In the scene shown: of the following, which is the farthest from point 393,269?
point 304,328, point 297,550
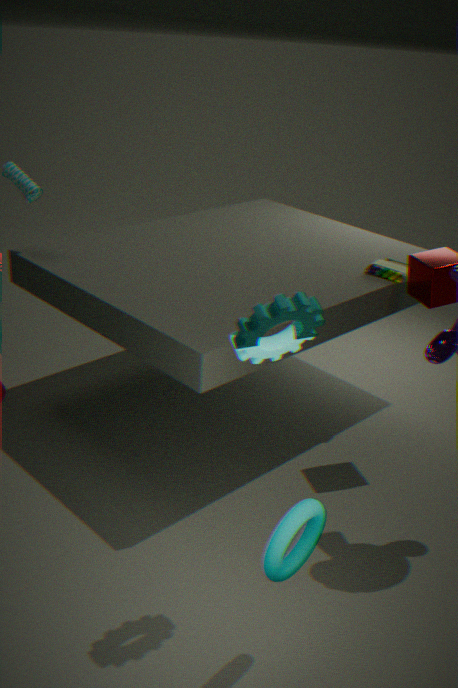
point 297,550
